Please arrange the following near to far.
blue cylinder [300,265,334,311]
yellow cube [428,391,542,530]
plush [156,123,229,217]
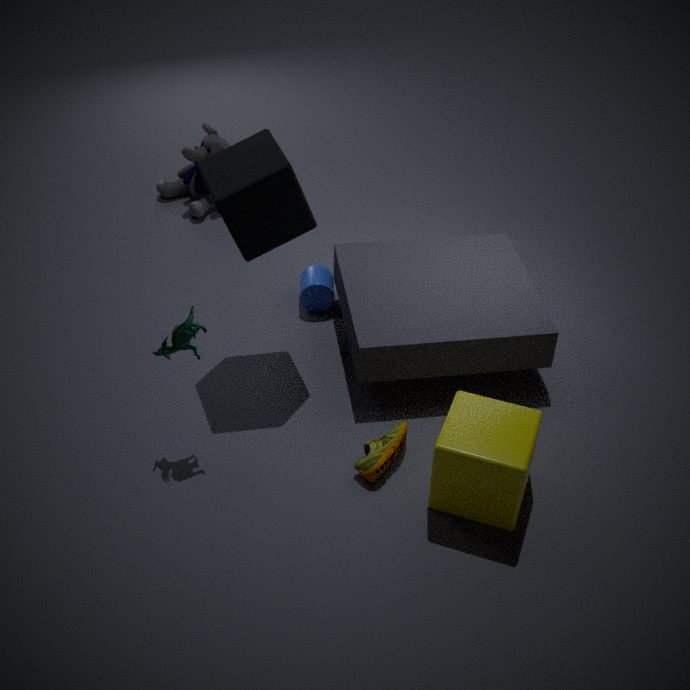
yellow cube [428,391,542,530] < blue cylinder [300,265,334,311] < plush [156,123,229,217]
